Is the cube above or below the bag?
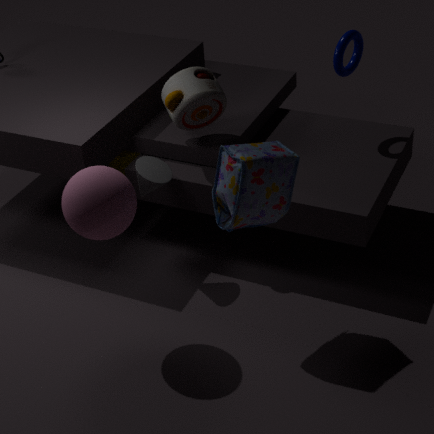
below
